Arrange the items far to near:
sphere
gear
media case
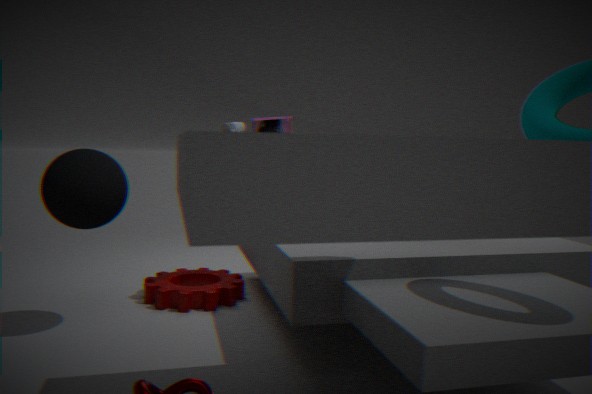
1. media case
2. gear
3. sphere
